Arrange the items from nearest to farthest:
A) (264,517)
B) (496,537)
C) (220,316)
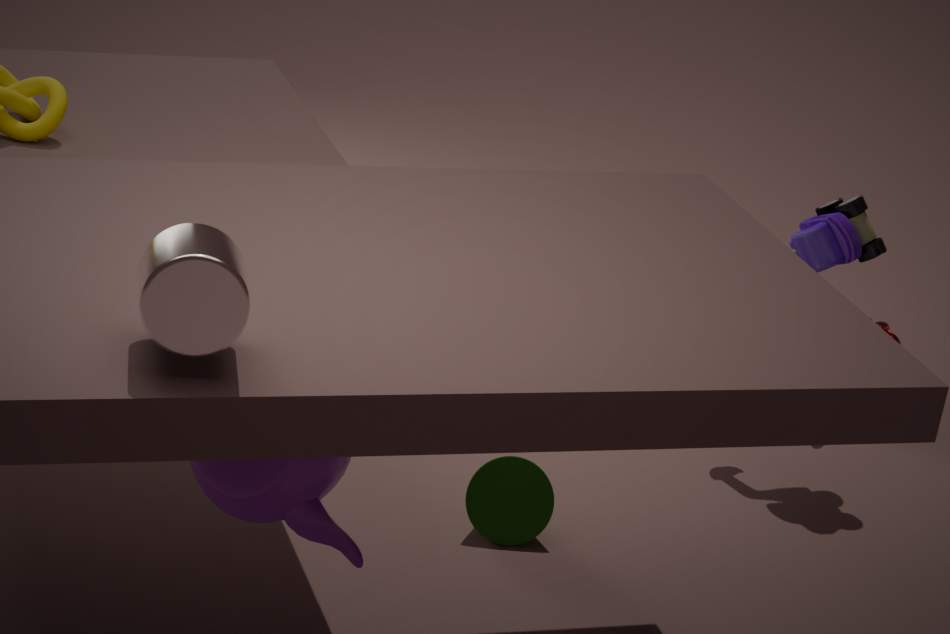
(220,316) → (264,517) → (496,537)
